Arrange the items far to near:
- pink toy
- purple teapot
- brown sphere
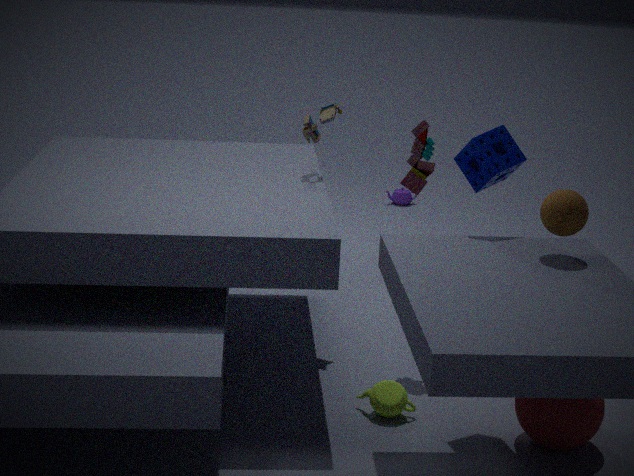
1. purple teapot
2. pink toy
3. brown sphere
